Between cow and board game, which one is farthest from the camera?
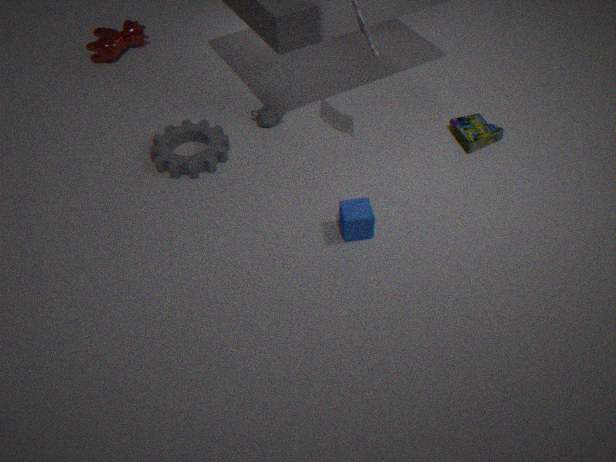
cow
